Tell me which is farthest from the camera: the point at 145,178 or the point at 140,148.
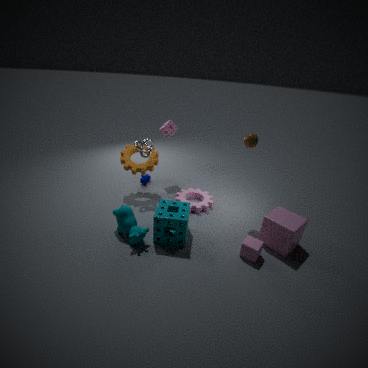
the point at 145,178
